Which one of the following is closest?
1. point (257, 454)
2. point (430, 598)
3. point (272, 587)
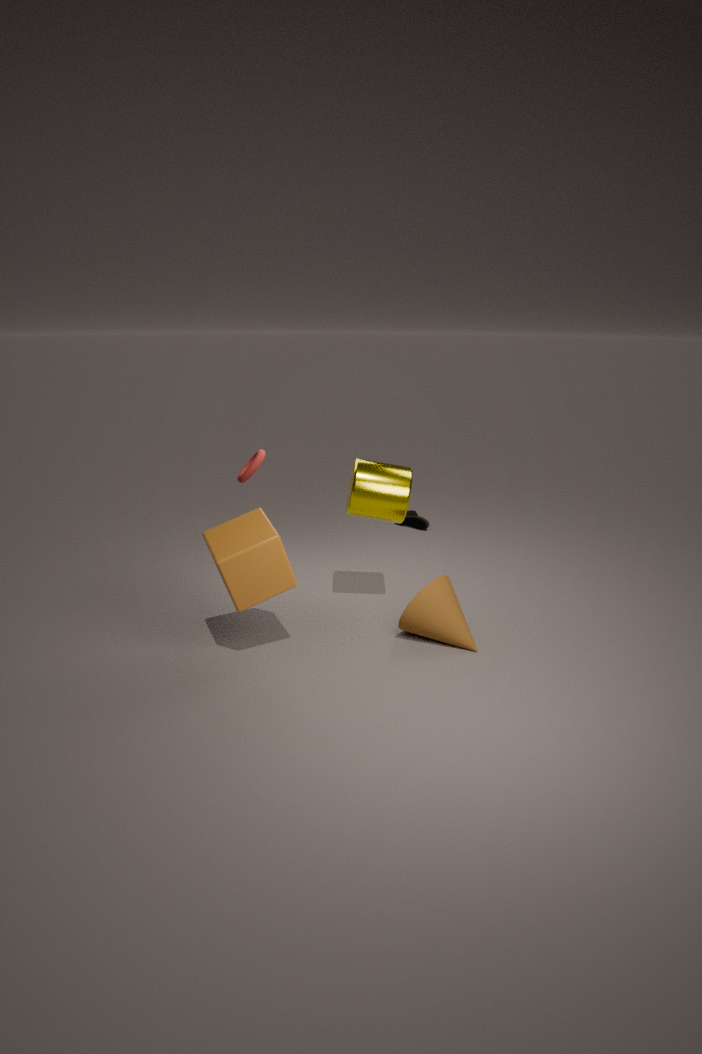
point (272, 587)
